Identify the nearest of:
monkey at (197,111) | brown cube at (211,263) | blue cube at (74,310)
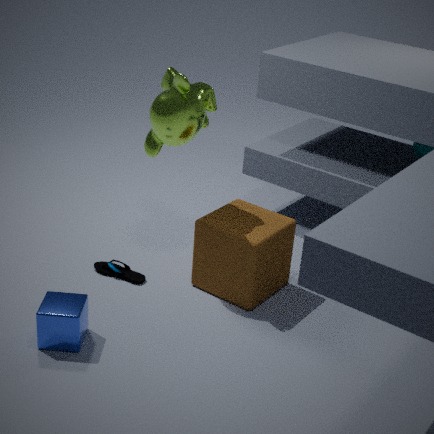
blue cube at (74,310)
